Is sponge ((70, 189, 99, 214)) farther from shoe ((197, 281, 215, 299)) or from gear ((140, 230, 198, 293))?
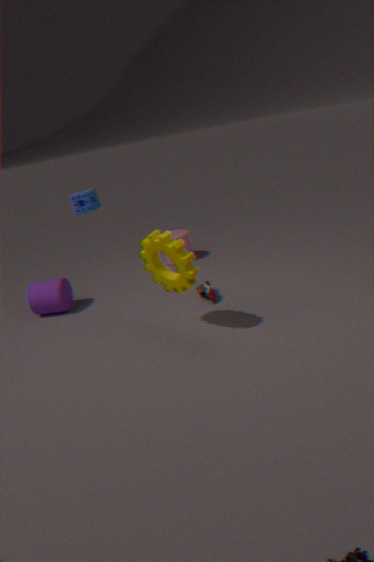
shoe ((197, 281, 215, 299))
